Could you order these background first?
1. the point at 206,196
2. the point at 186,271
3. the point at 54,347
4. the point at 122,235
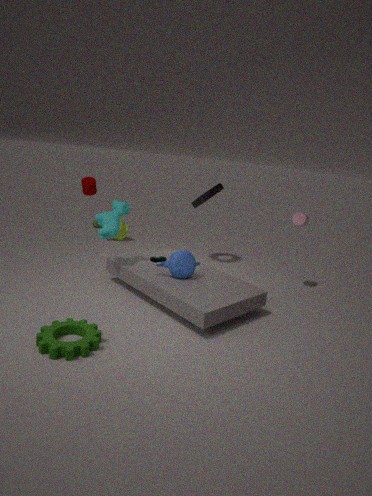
the point at 122,235
the point at 206,196
the point at 186,271
the point at 54,347
